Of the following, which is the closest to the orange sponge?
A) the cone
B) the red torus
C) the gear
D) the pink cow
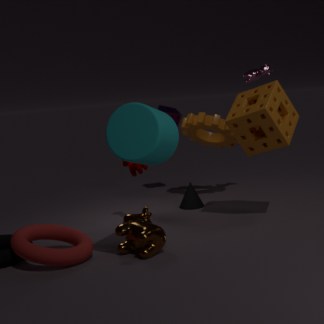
the gear
